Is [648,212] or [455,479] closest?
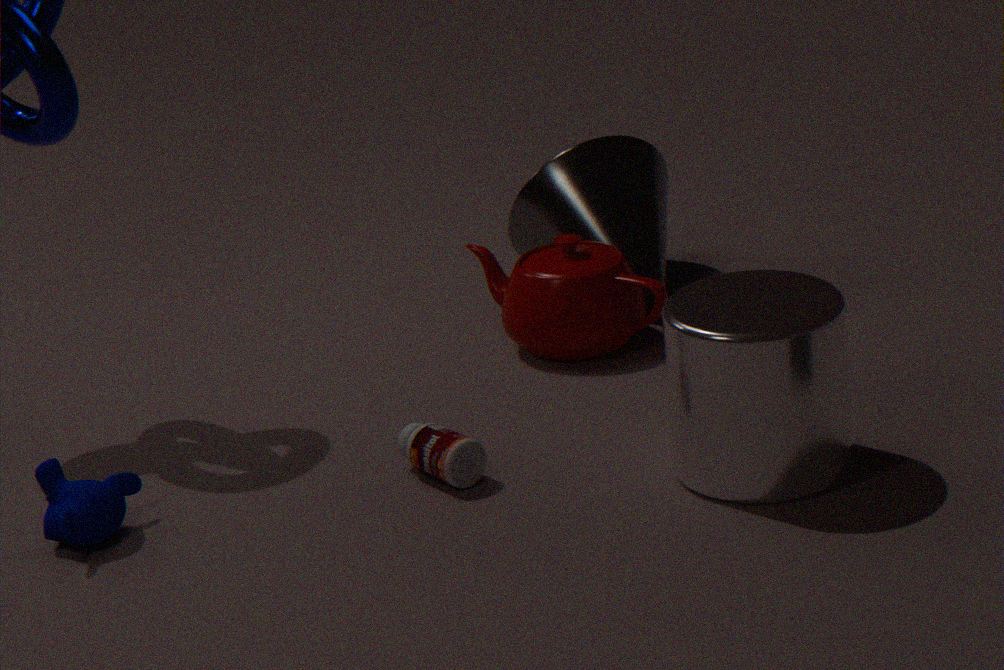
[455,479]
